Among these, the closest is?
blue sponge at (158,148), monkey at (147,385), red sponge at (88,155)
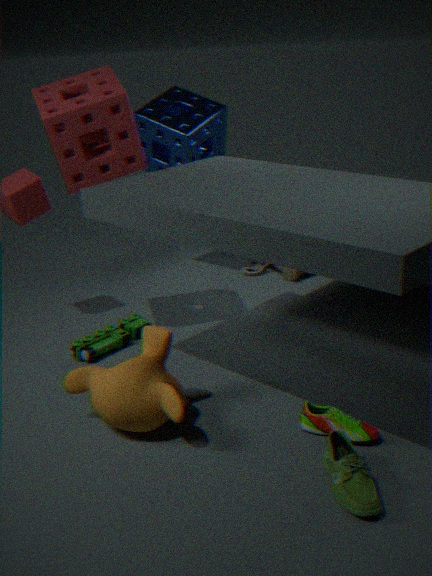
monkey at (147,385)
